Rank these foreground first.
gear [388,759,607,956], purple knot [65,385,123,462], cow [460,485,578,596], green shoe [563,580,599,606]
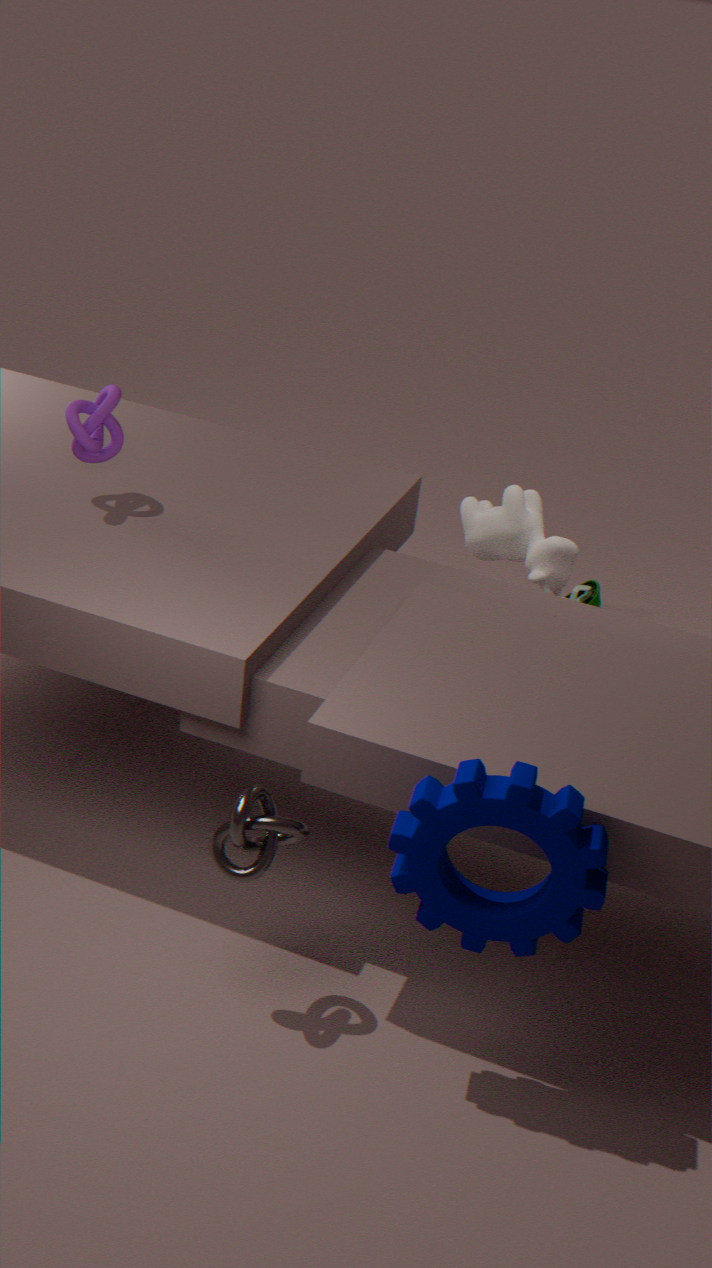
gear [388,759,607,956], purple knot [65,385,123,462], cow [460,485,578,596], green shoe [563,580,599,606]
